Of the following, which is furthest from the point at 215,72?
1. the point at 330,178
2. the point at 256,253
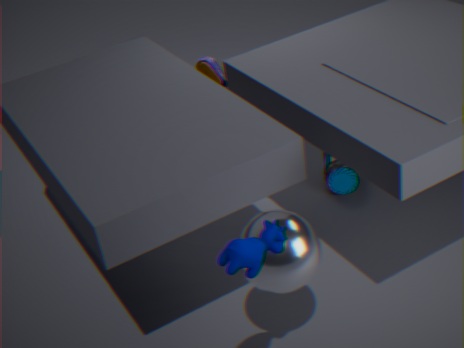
the point at 256,253
